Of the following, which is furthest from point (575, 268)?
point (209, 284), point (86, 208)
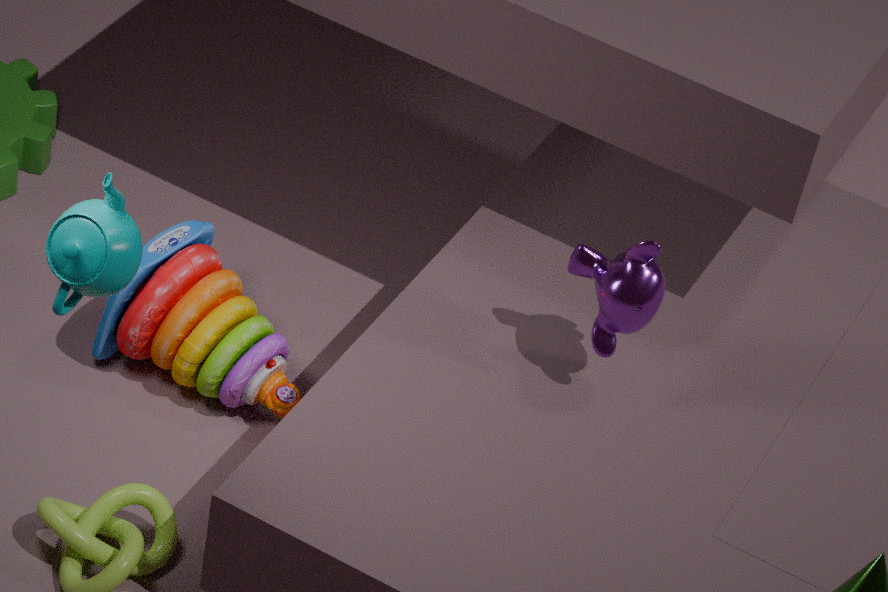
point (86, 208)
